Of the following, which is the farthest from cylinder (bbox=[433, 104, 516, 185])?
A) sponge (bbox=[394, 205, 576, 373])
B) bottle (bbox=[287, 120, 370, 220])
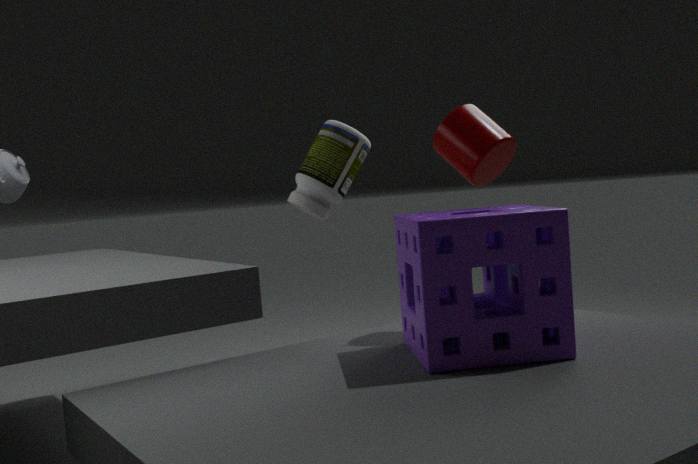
bottle (bbox=[287, 120, 370, 220])
